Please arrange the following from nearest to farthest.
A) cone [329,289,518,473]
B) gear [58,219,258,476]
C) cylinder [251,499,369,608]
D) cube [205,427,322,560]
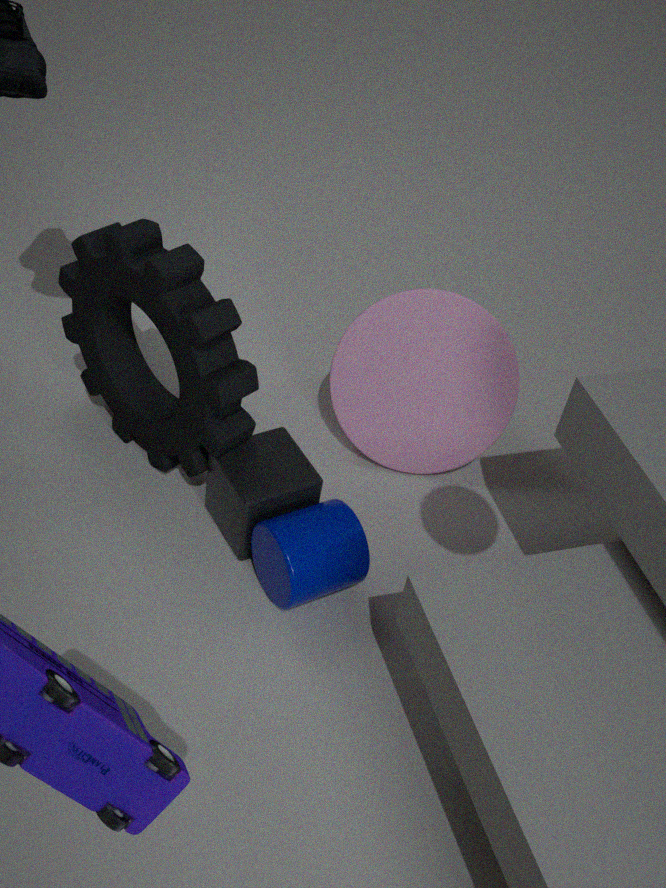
cylinder [251,499,369,608] < gear [58,219,258,476] < cube [205,427,322,560] < cone [329,289,518,473]
